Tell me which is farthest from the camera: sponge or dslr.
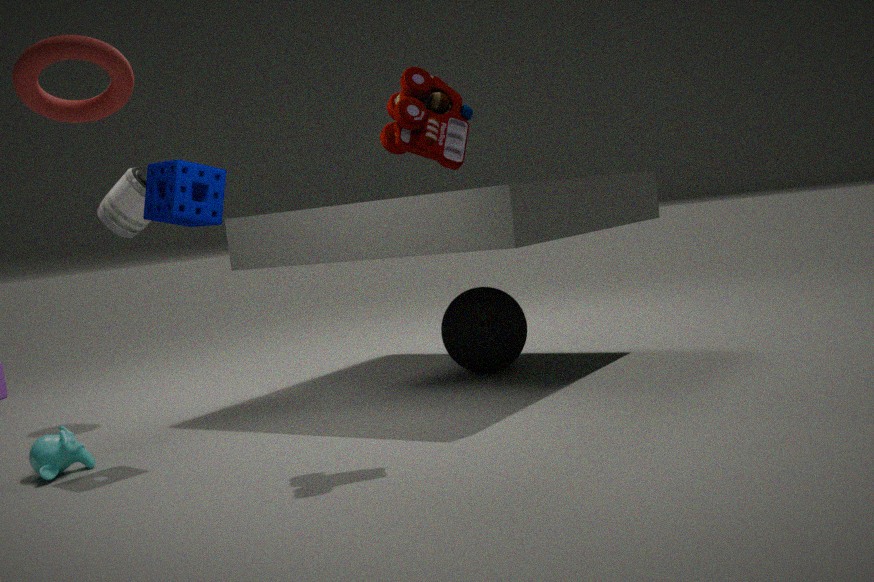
dslr
